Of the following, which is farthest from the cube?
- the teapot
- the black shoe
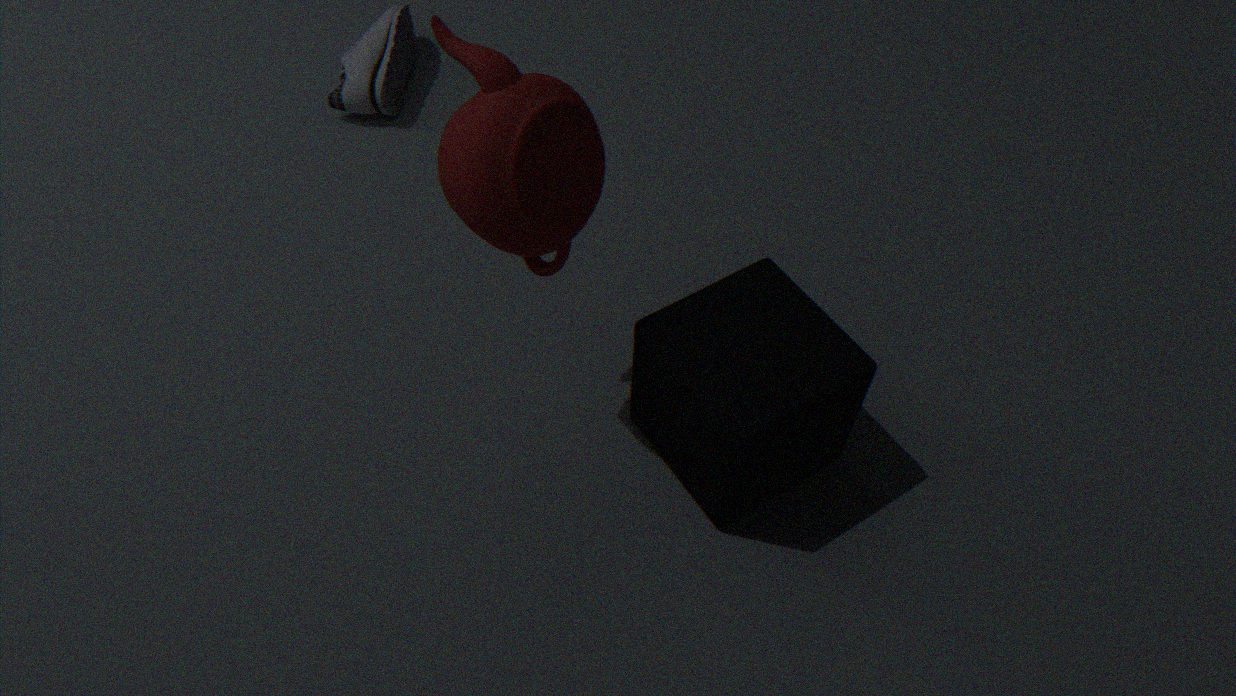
the black shoe
